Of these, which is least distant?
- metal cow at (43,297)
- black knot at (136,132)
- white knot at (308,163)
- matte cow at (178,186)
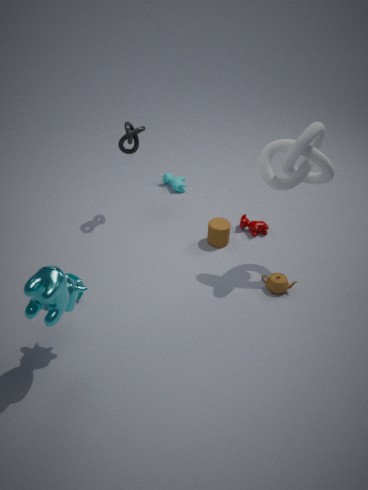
metal cow at (43,297)
